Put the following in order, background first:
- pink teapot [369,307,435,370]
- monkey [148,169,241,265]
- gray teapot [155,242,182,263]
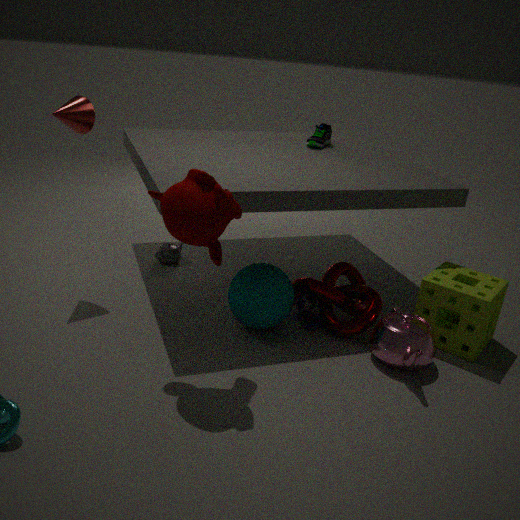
gray teapot [155,242,182,263] → pink teapot [369,307,435,370] → monkey [148,169,241,265]
